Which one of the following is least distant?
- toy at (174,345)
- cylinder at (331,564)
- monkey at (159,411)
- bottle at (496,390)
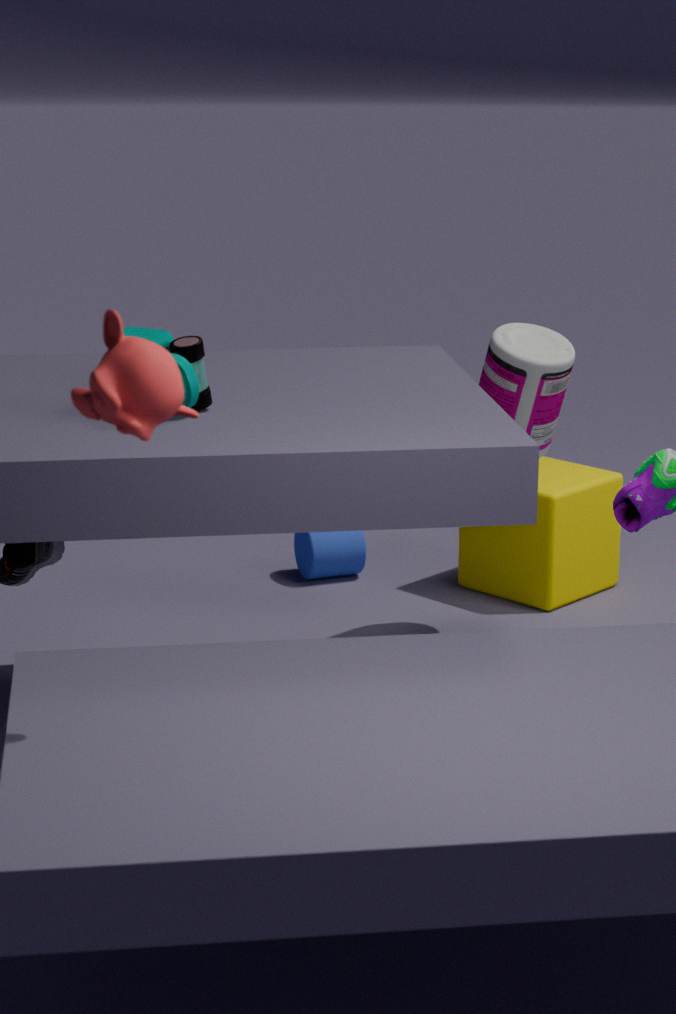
monkey at (159,411)
